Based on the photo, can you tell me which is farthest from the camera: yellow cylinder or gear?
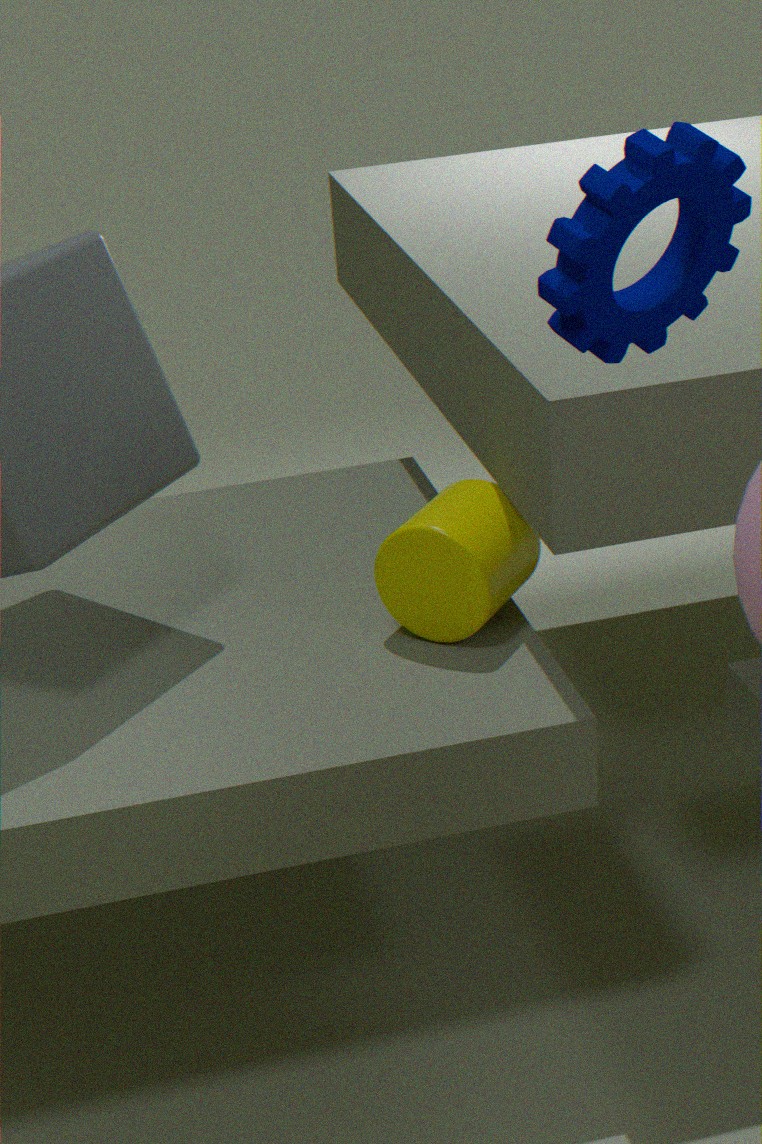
yellow cylinder
